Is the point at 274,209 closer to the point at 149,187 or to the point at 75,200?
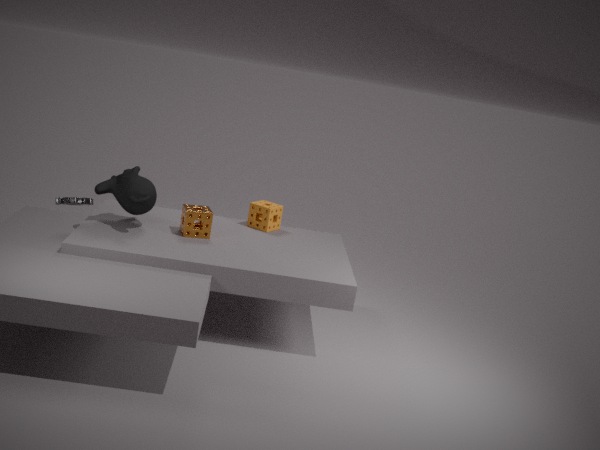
the point at 149,187
